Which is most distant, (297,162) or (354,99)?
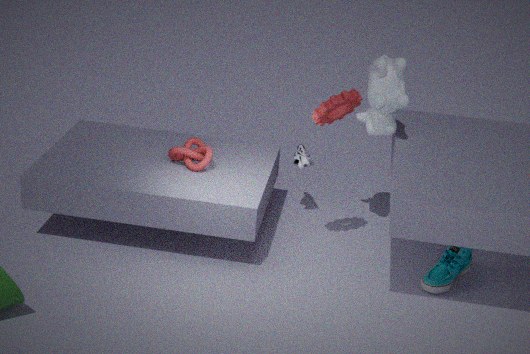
(297,162)
